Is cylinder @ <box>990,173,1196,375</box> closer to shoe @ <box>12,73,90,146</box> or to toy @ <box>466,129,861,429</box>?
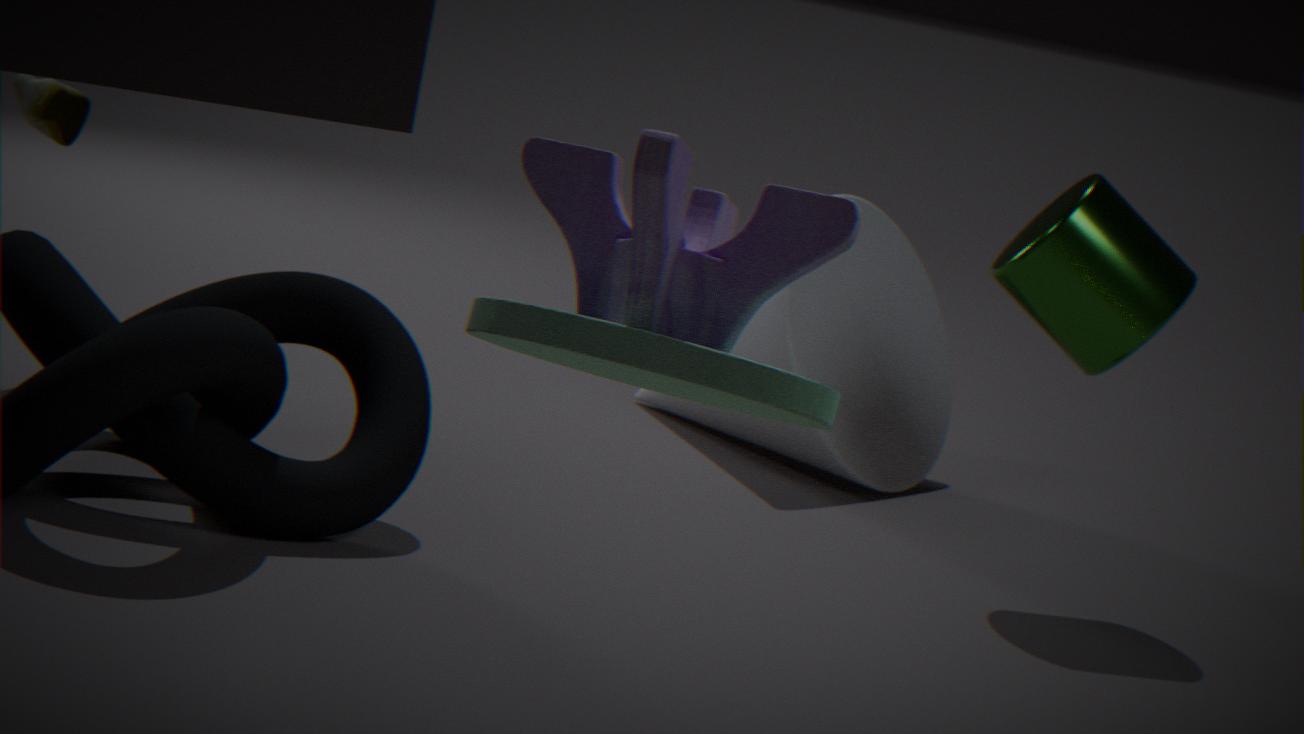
shoe @ <box>12,73,90,146</box>
